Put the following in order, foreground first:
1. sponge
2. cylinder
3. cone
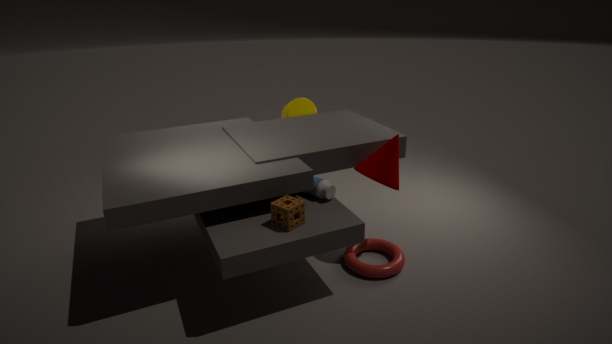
1. sponge
2. cone
3. cylinder
